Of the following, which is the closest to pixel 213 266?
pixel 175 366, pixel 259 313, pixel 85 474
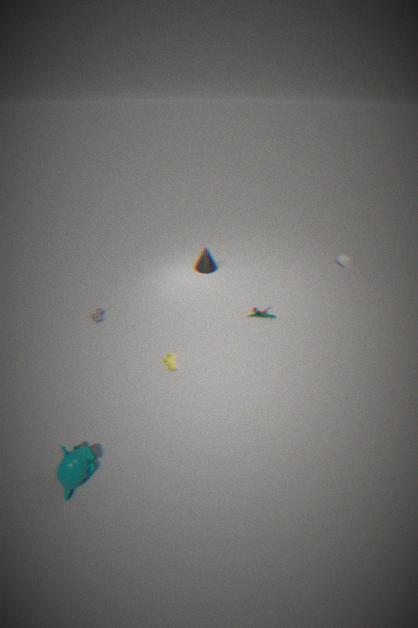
pixel 259 313
